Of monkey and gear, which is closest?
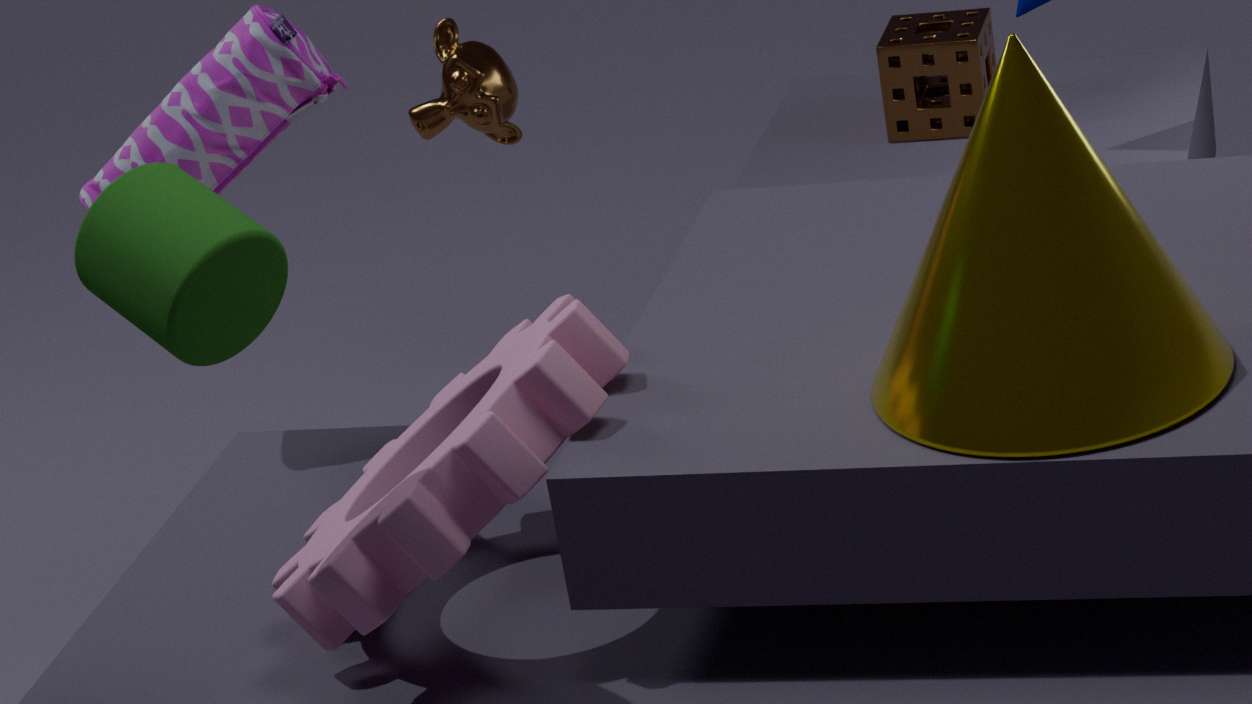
gear
